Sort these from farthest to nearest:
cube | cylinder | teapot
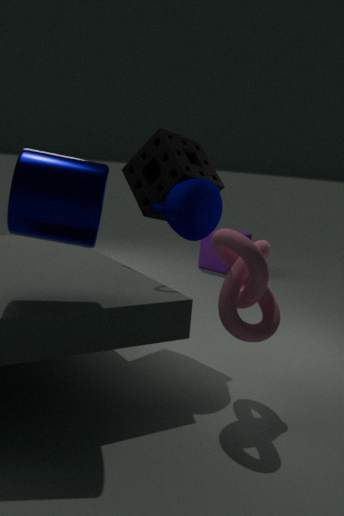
cube < teapot < cylinder
